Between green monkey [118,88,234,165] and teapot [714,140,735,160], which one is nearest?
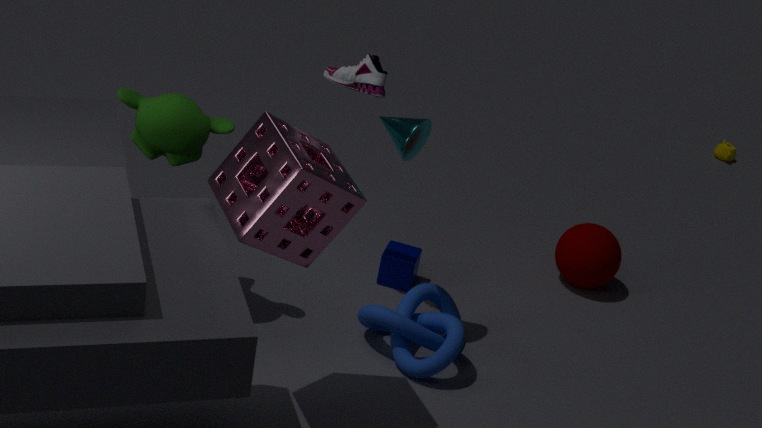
green monkey [118,88,234,165]
